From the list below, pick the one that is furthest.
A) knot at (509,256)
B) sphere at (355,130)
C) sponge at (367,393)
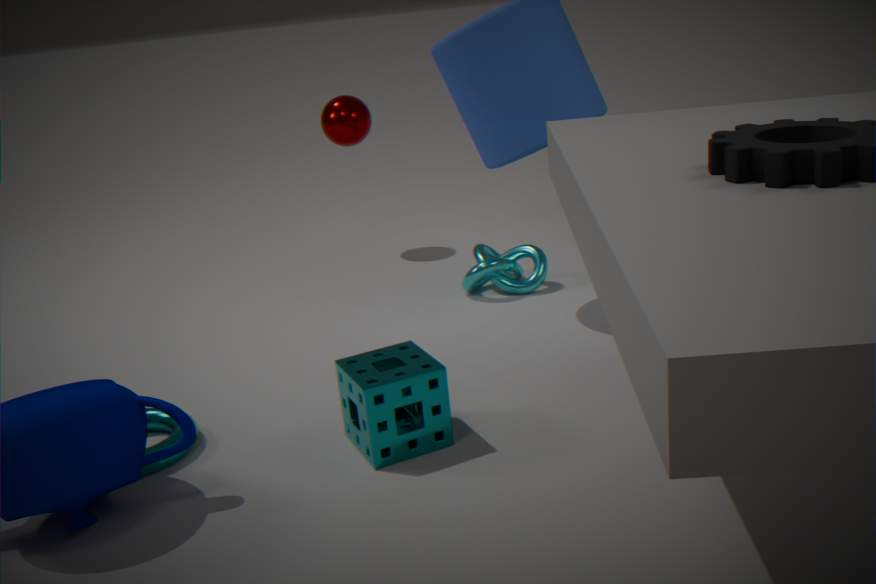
sphere at (355,130)
